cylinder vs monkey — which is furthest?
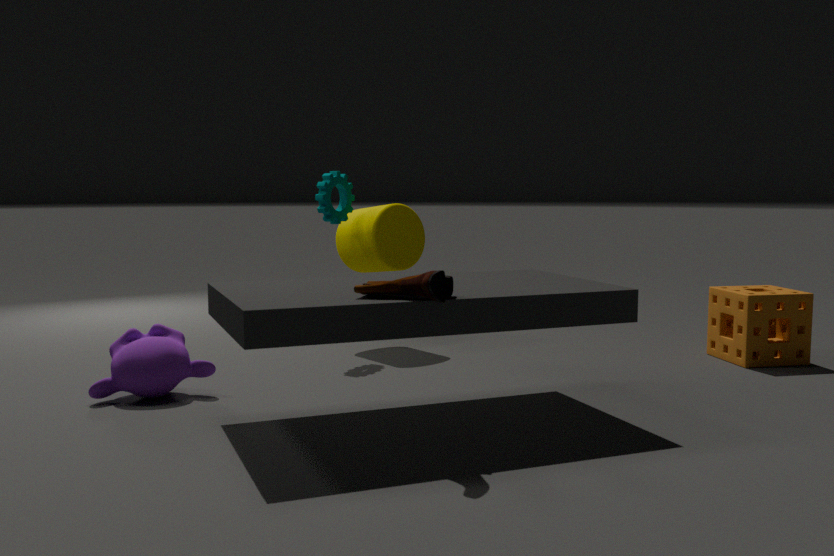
cylinder
